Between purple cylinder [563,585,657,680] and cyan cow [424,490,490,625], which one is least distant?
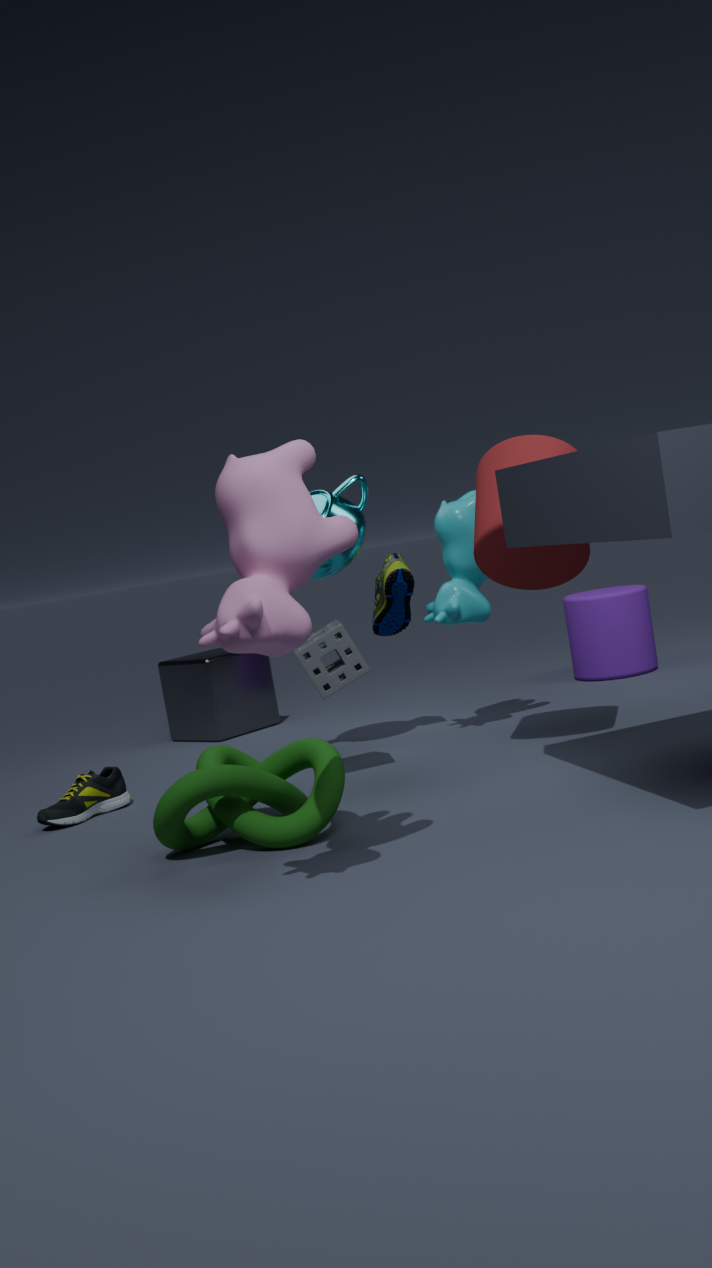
cyan cow [424,490,490,625]
